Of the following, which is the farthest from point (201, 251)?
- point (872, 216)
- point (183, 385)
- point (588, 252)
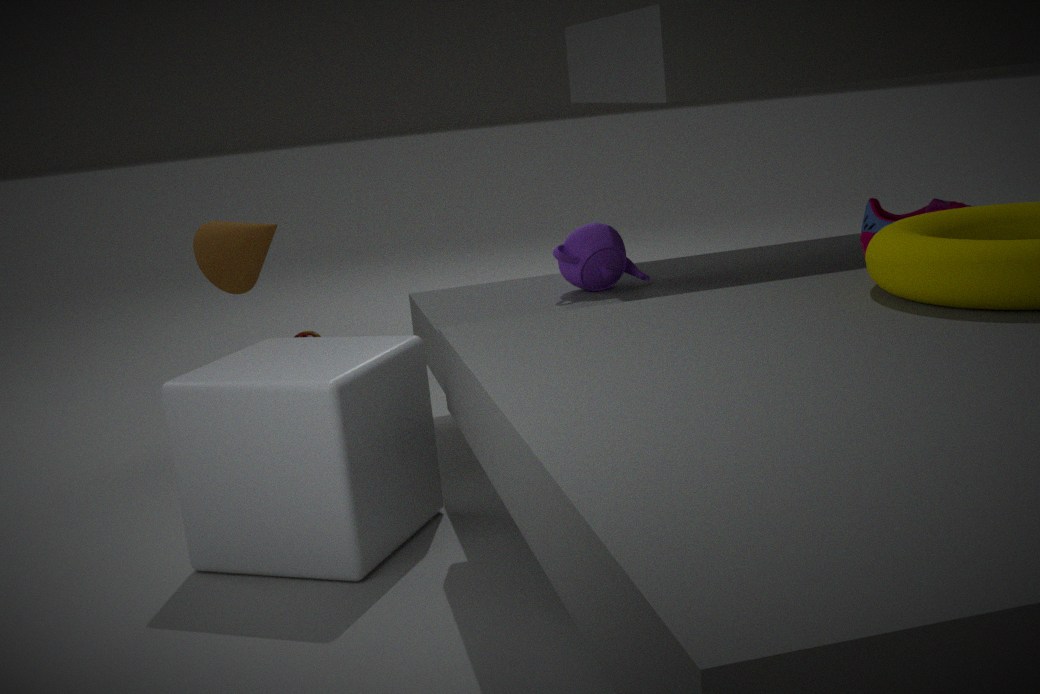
point (872, 216)
